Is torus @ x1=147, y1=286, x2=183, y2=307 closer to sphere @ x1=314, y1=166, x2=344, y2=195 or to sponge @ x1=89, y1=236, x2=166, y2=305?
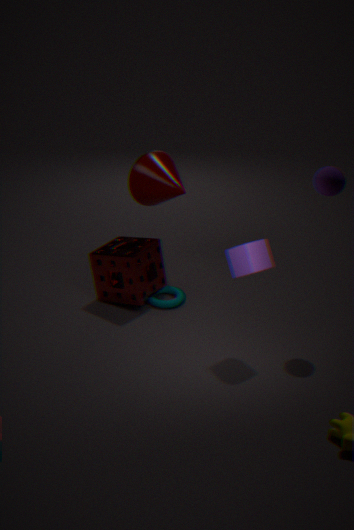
sponge @ x1=89, y1=236, x2=166, y2=305
